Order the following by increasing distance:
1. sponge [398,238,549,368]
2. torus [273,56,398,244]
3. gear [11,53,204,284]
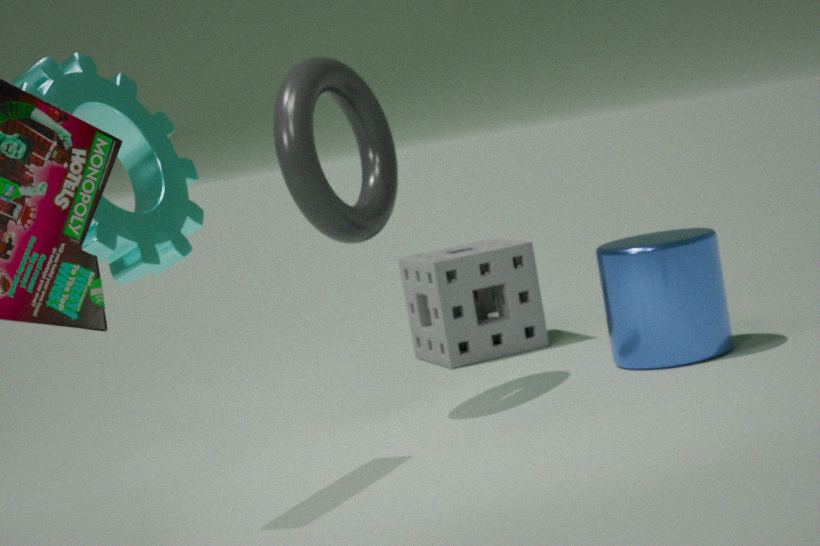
gear [11,53,204,284] < torus [273,56,398,244] < sponge [398,238,549,368]
